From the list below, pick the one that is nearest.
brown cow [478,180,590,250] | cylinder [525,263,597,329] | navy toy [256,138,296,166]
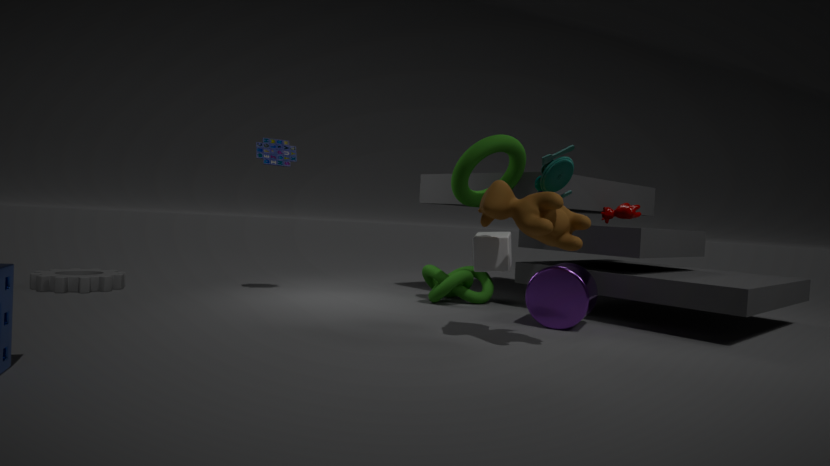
brown cow [478,180,590,250]
